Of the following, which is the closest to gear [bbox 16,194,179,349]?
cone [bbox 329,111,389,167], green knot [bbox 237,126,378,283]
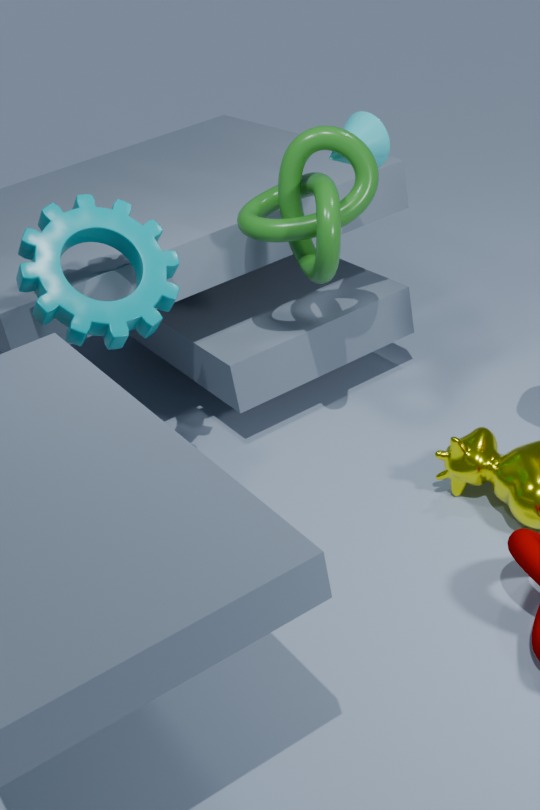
green knot [bbox 237,126,378,283]
